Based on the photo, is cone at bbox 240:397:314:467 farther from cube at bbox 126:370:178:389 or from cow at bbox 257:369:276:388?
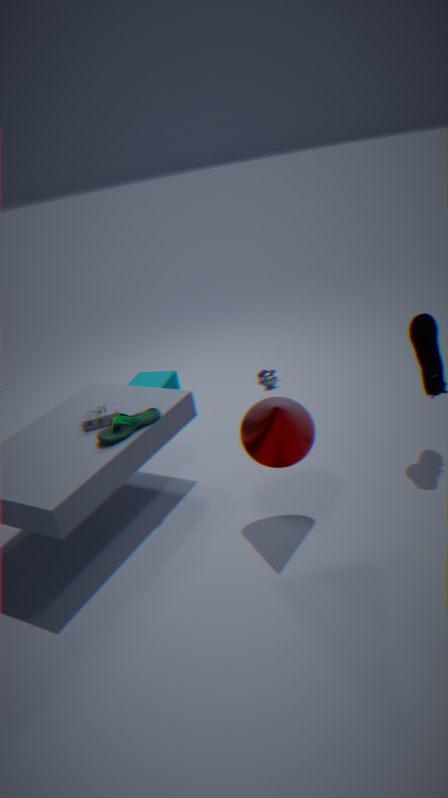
cow at bbox 257:369:276:388
